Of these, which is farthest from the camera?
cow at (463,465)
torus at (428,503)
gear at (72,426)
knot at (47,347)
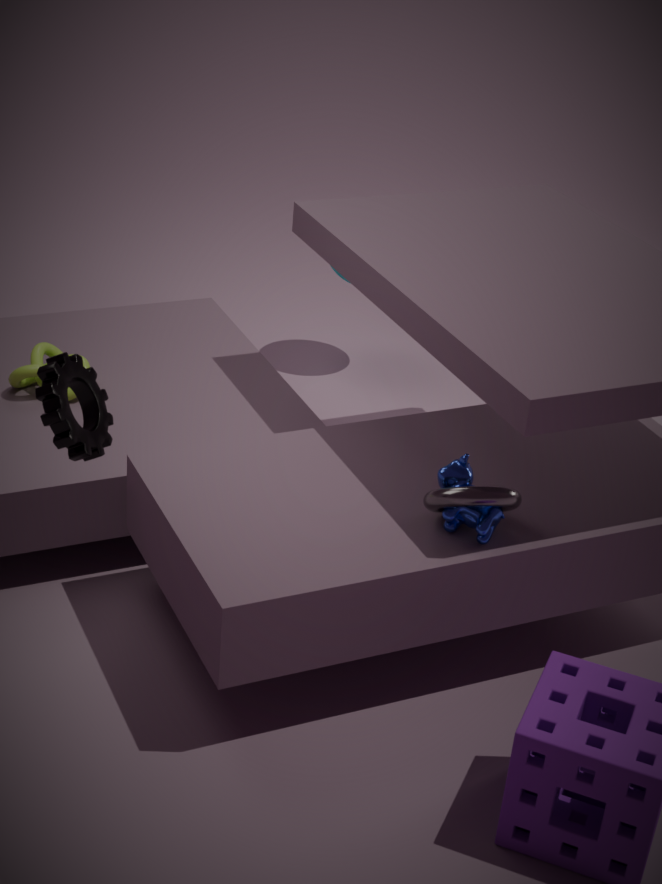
knot at (47,347)
